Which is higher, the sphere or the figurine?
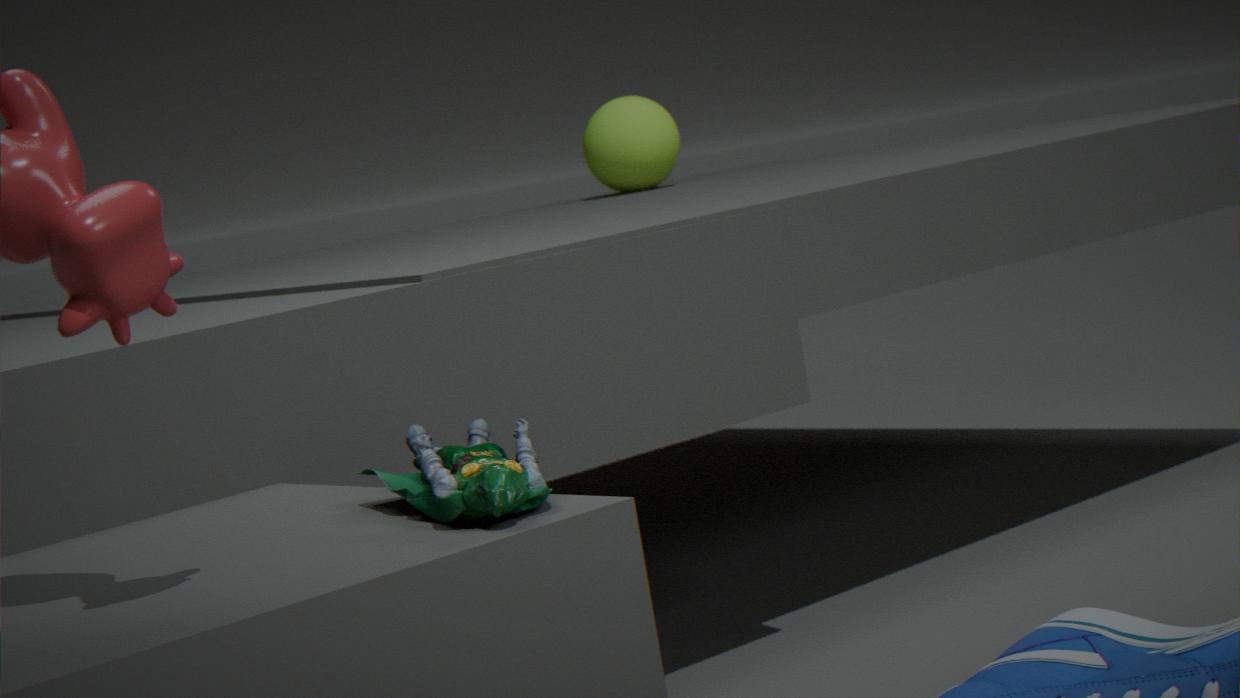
the sphere
